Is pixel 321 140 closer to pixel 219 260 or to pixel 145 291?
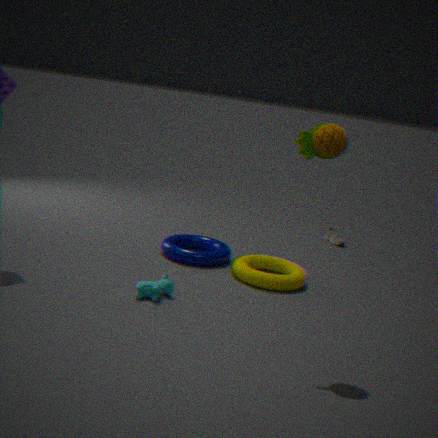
pixel 145 291
